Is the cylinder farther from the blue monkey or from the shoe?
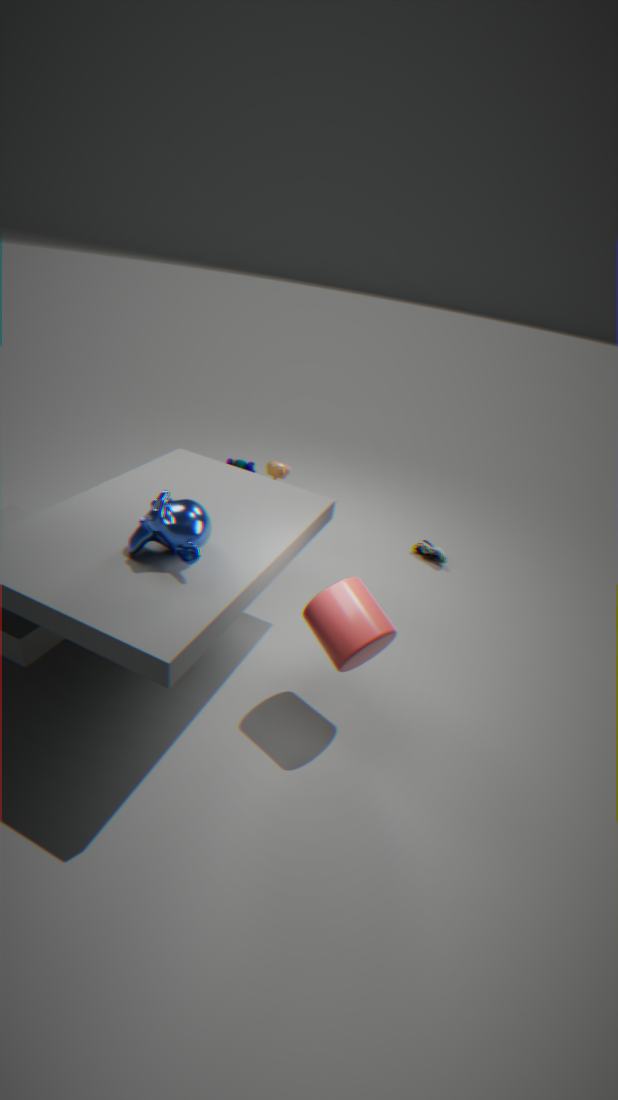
the shoe
